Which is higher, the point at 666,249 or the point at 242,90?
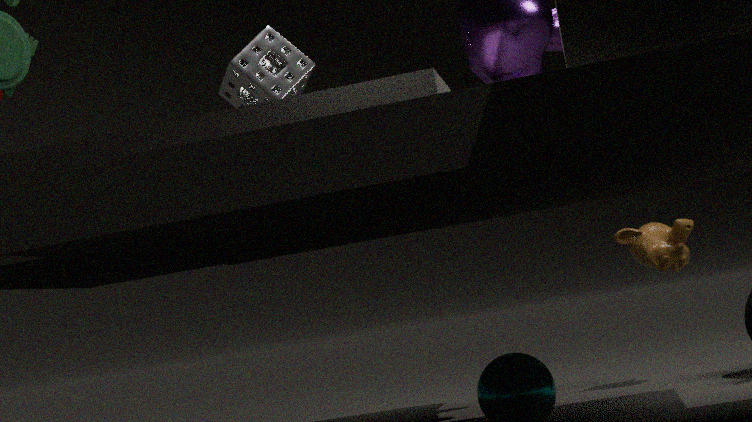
the point at 242,90
